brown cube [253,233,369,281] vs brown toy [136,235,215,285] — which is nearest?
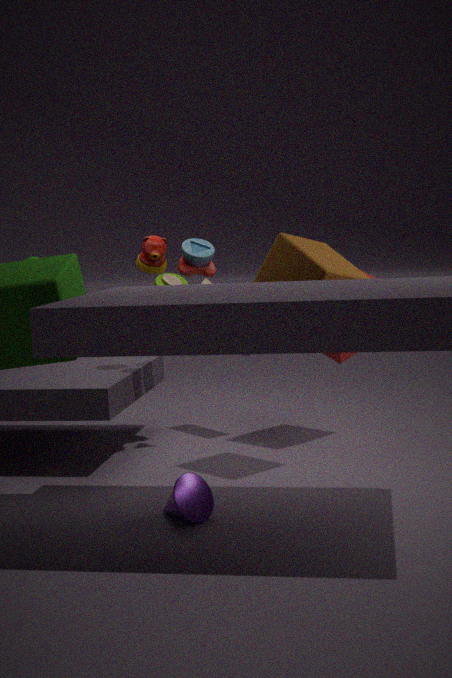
brown cube [253,233,369,281]
